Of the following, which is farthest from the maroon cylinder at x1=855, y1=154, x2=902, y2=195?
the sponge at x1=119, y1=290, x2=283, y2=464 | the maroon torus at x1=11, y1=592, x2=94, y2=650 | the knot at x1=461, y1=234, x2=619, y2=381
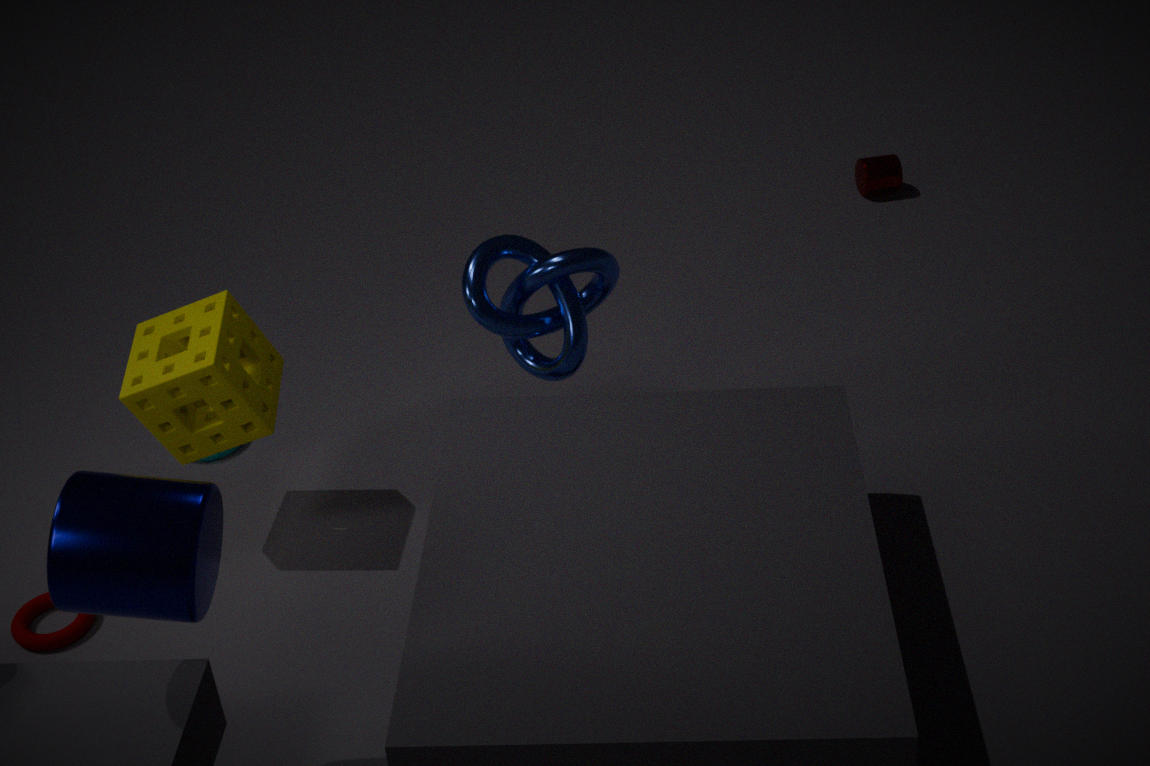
the maroon torus at x1=11, y1=592, x2=94, y2=650
